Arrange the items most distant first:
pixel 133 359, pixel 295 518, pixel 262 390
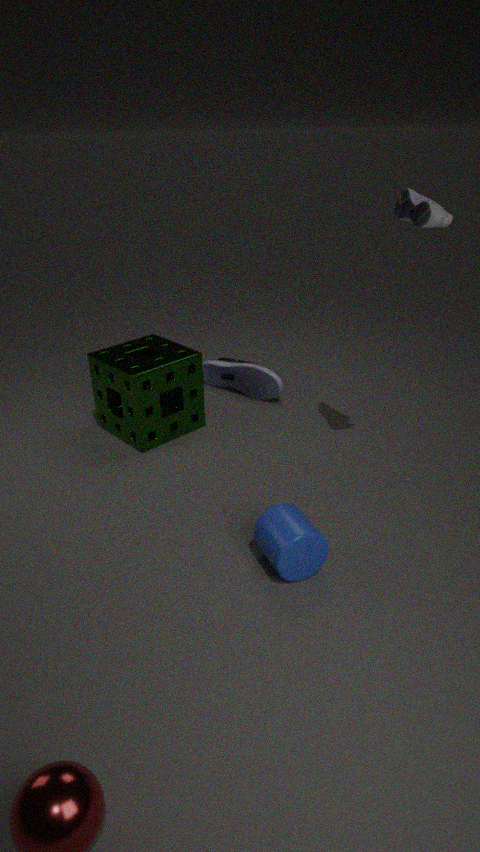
pixel 262 390
pixel 133 359
pixel 295 518
